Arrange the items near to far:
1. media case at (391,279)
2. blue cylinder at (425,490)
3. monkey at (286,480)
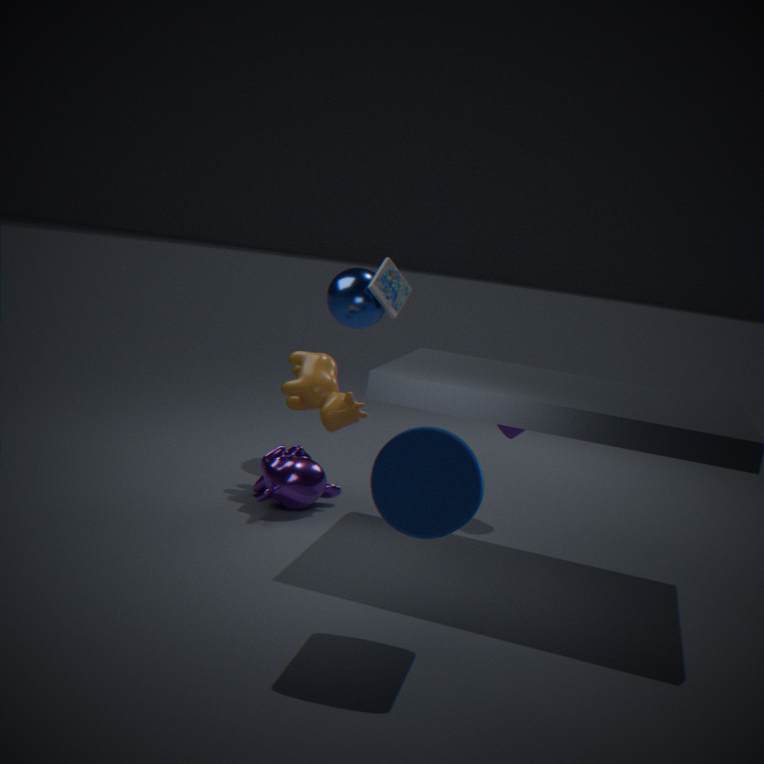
blue cylinder at (425,490) < monkey at (286,480) < media case at (391,279)
